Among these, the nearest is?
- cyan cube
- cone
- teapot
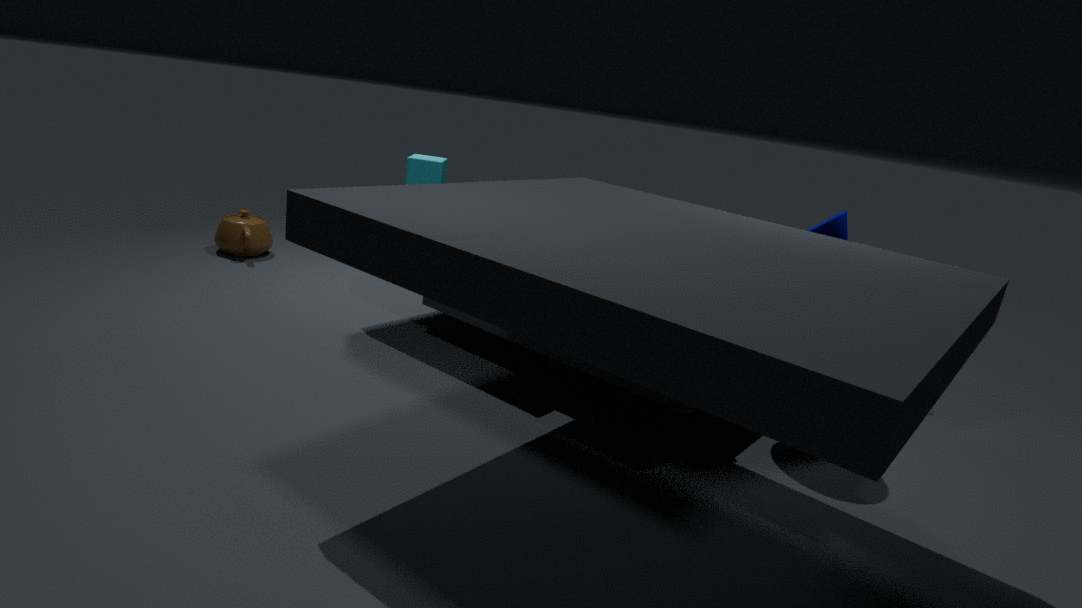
cone
